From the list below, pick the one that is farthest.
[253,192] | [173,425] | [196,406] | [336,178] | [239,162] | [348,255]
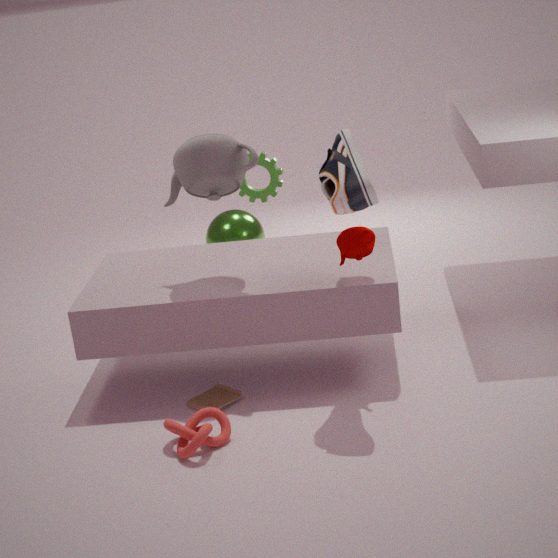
[253,192]
